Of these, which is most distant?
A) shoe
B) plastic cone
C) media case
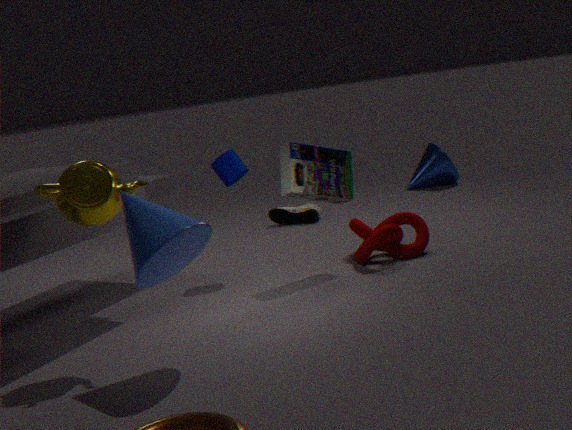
shoe
